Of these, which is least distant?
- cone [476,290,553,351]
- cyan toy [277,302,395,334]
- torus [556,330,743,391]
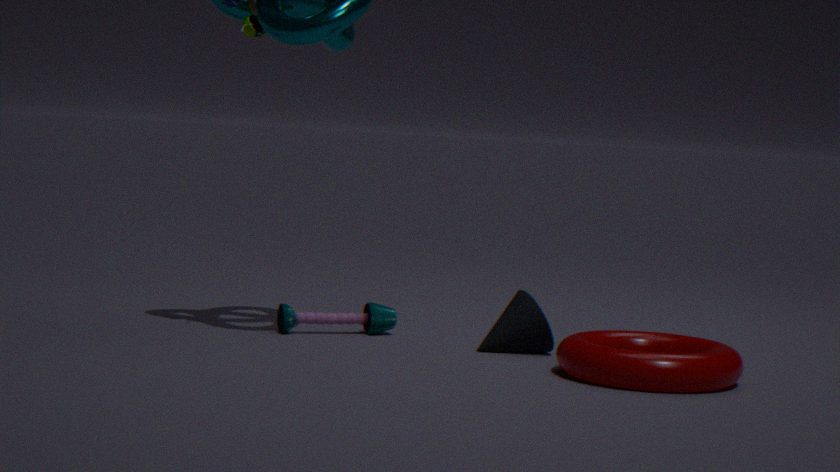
torus [556,330,743,391]
